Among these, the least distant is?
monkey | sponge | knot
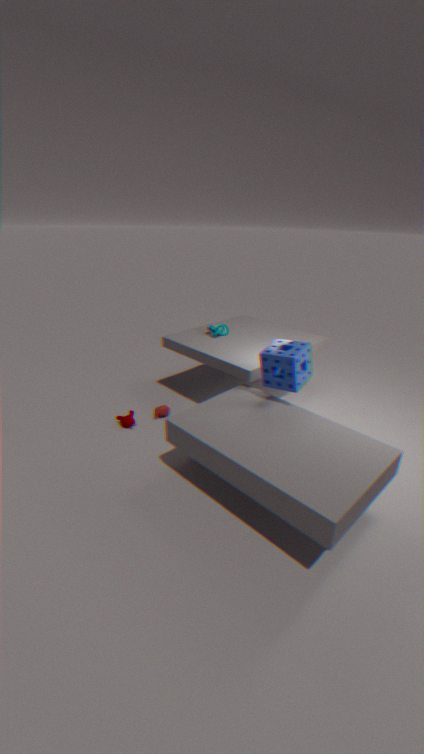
sponge
